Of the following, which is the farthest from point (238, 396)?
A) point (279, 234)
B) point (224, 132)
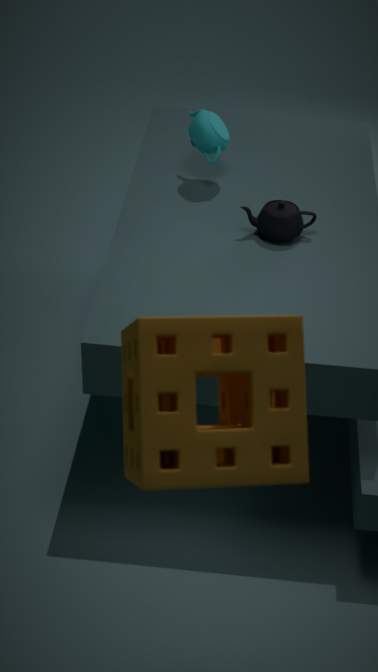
point (224, 132)
